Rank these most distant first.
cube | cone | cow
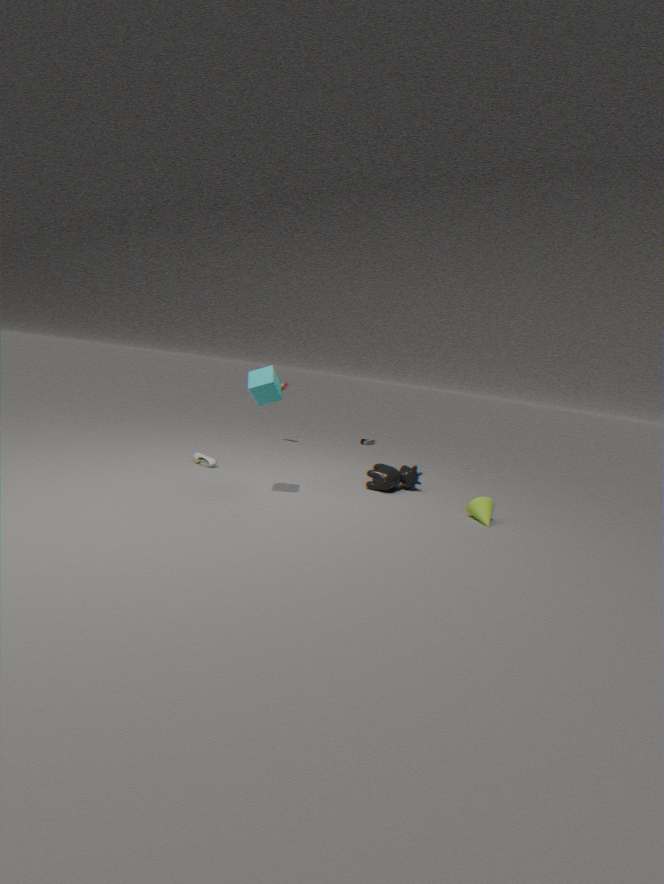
cow → cone → cube
